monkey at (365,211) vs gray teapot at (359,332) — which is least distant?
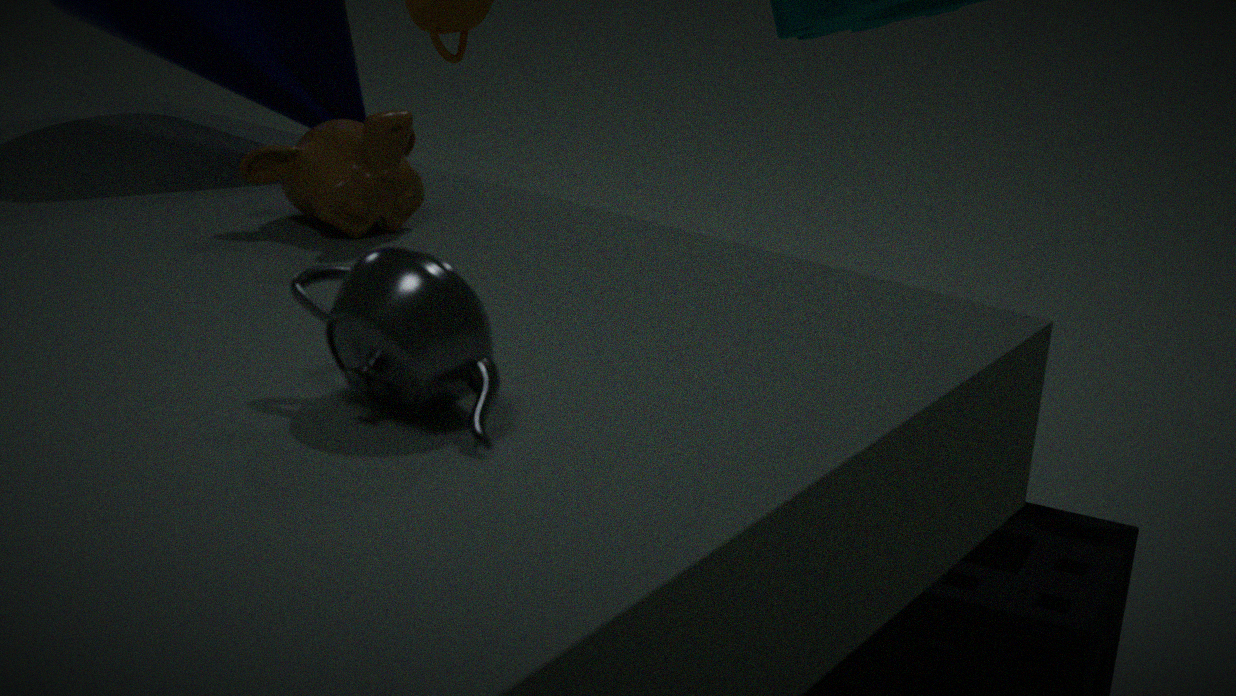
gray teapot at (359,332)
